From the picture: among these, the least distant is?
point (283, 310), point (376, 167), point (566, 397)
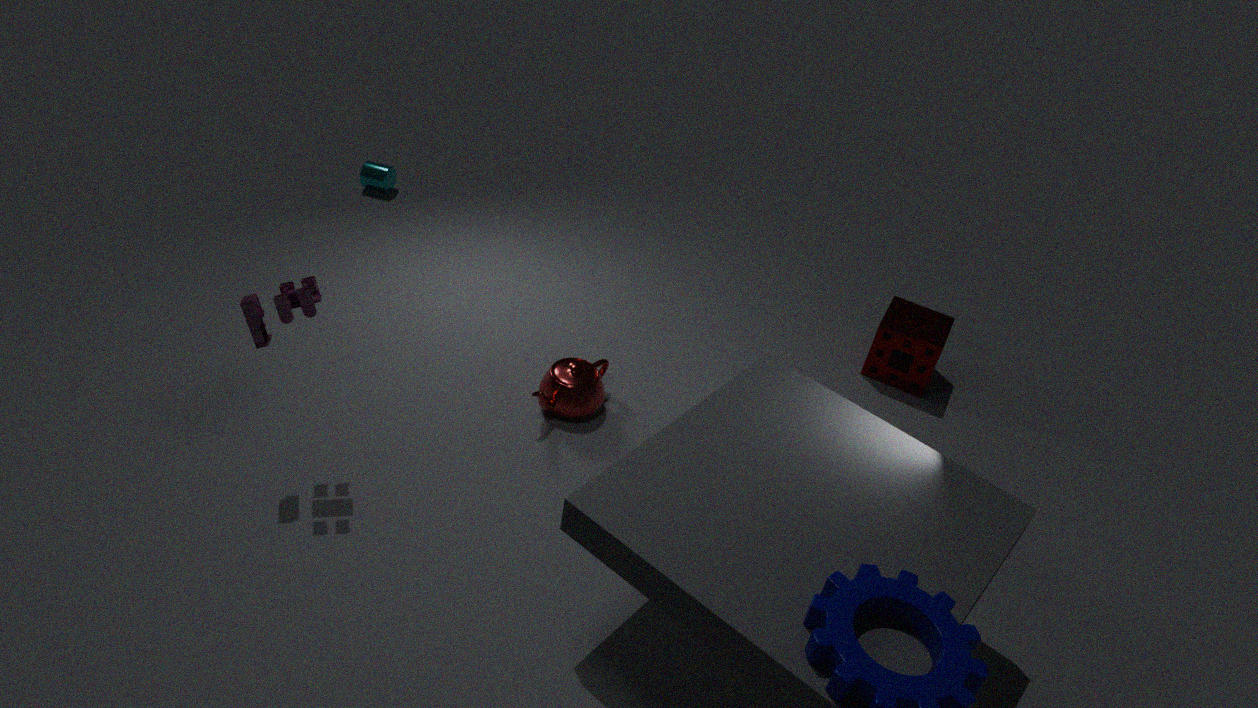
point (283, 310)
